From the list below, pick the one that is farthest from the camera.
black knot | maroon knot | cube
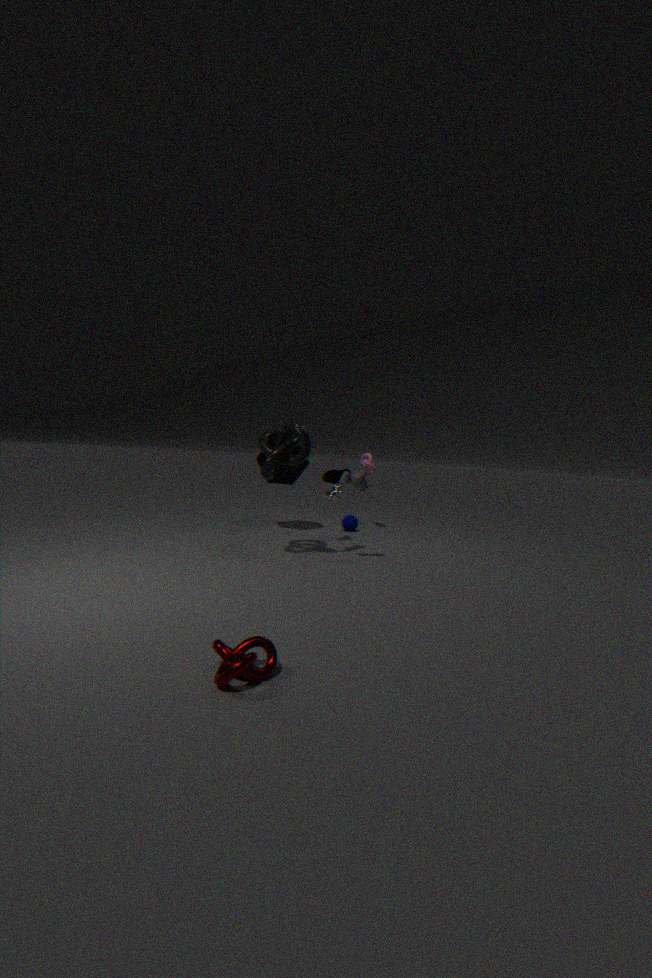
cube
